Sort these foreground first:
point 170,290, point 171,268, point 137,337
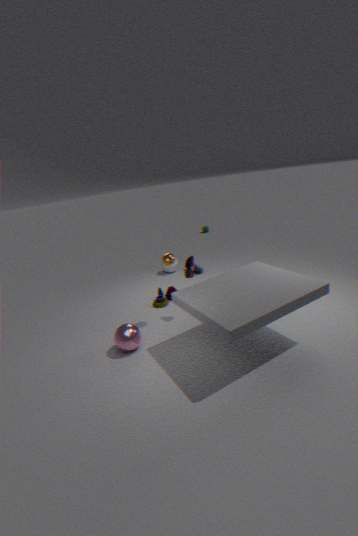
point 137,337 < point 170,290 < point 171,268
